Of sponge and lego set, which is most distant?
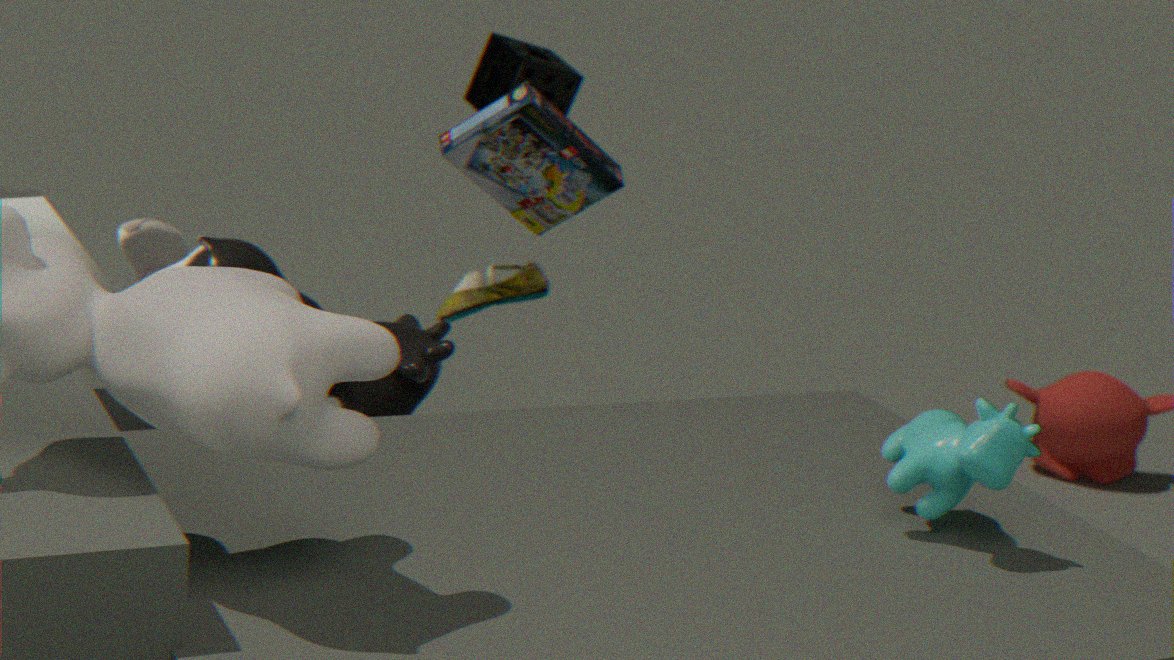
sponge
